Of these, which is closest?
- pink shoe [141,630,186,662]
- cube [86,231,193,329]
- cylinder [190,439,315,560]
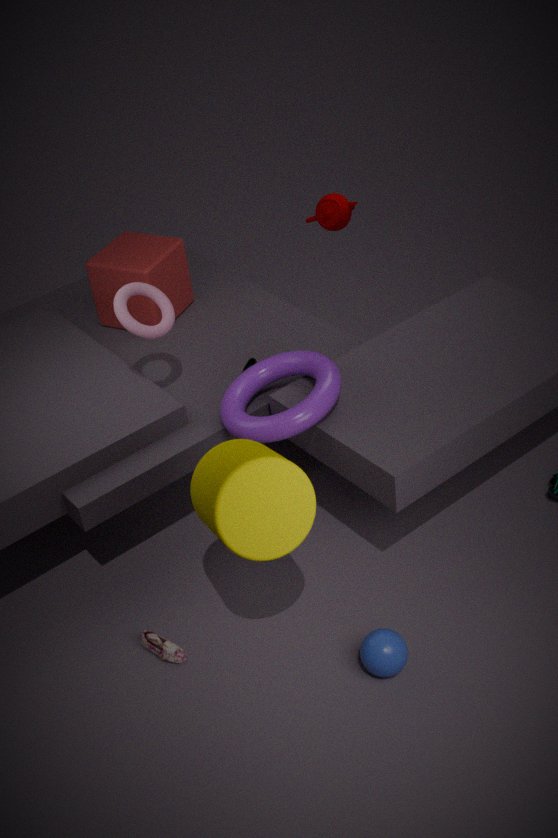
cylinder [190,439,315,560]
